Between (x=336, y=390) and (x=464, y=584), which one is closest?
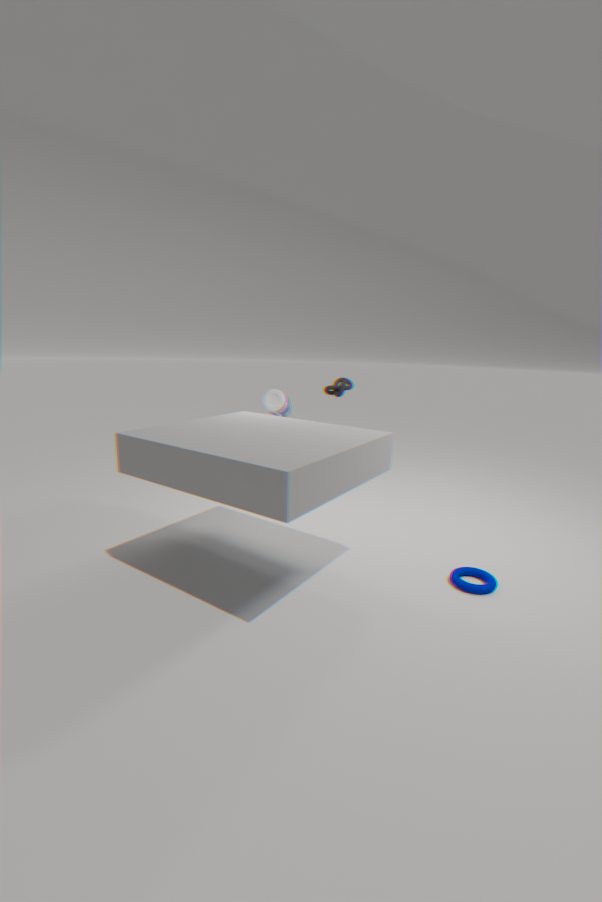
(x=464, y=584)
